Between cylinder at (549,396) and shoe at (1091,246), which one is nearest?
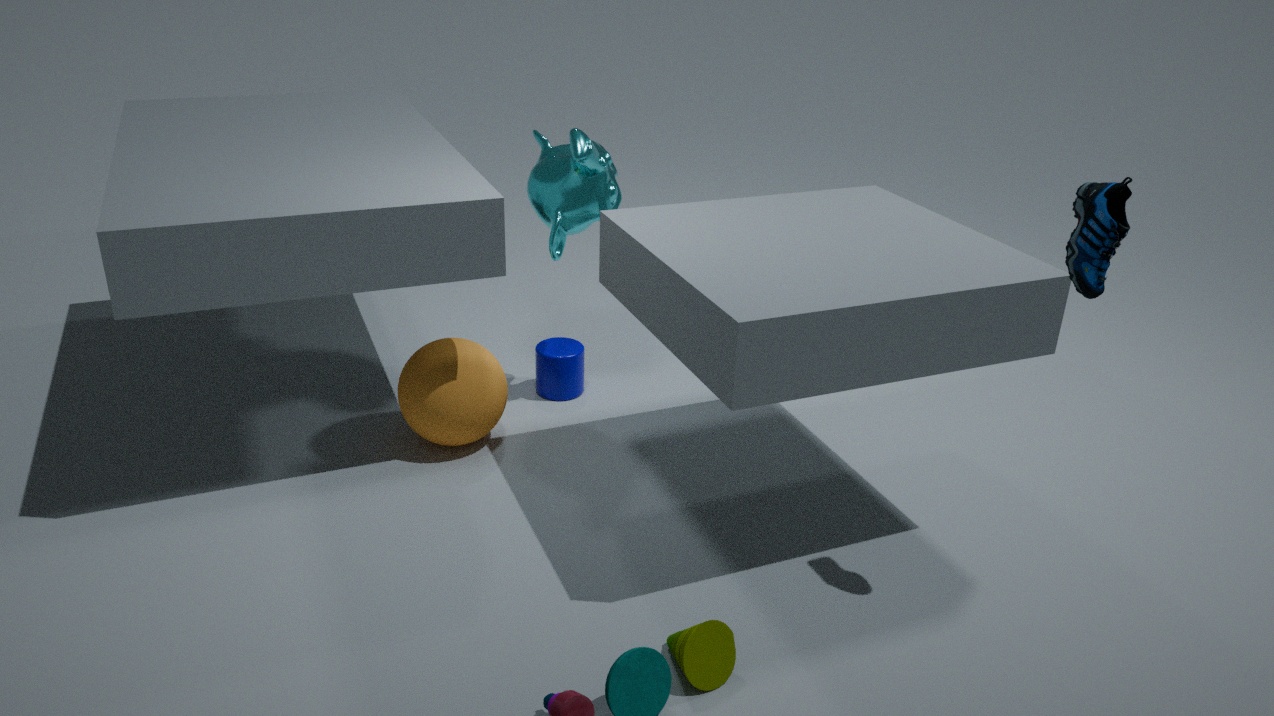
shoe at (1091,246)
